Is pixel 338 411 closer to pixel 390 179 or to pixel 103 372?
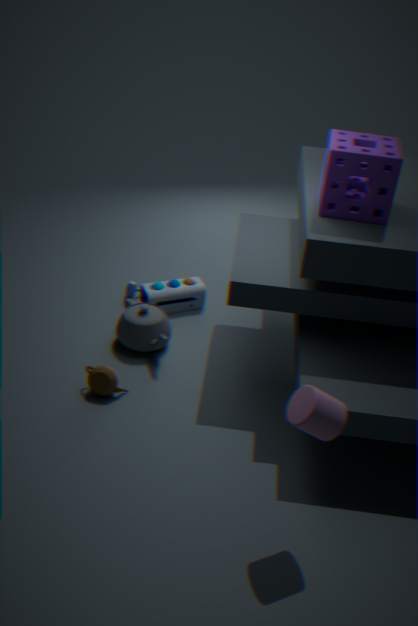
pixel 103 372
